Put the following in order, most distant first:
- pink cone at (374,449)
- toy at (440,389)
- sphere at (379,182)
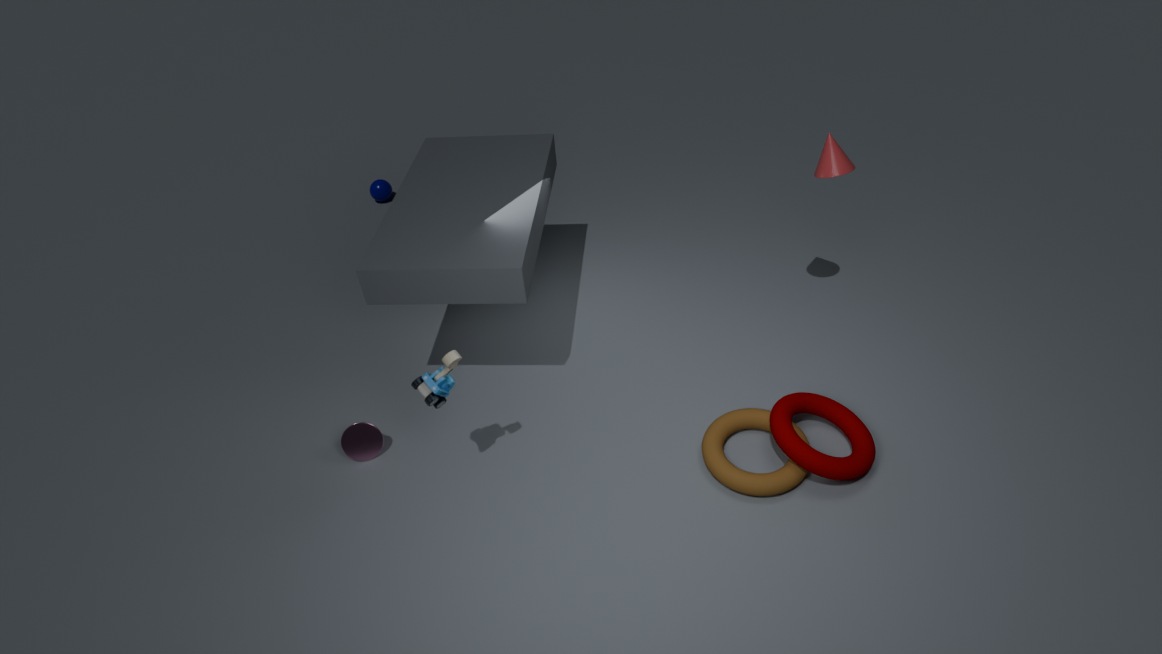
sphere at (379,182), pink cone at (374,449), toy at (440,389)
